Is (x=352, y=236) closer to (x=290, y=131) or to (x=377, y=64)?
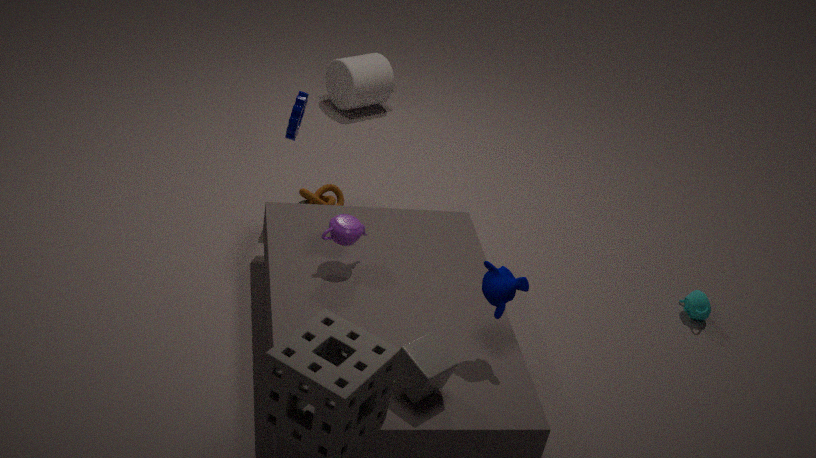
(x=290, y=131)
